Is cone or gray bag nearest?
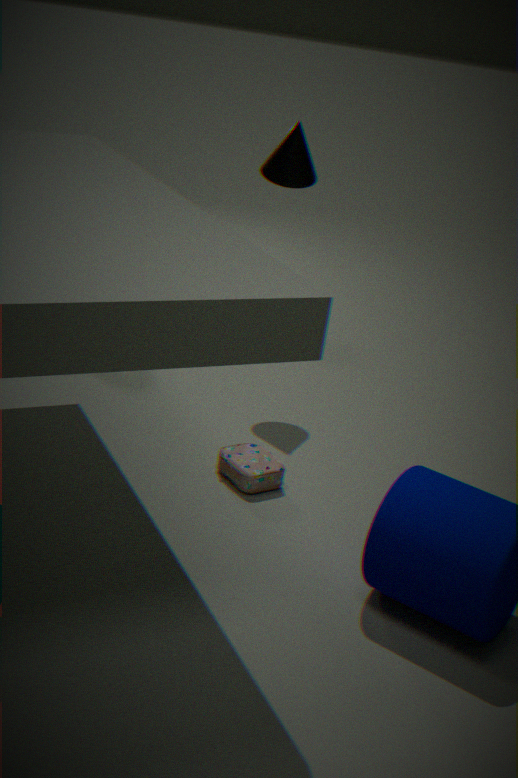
gray bag
